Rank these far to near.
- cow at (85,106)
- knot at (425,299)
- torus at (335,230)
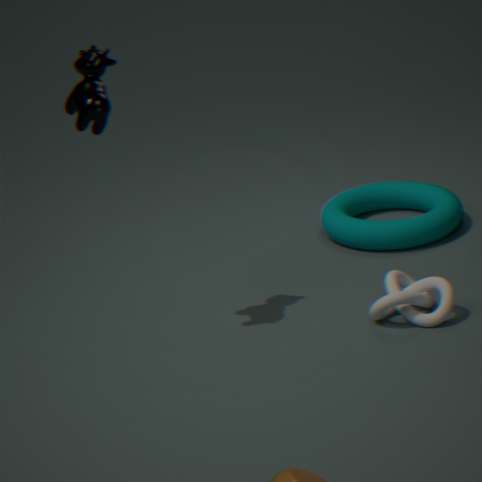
torus at (335,230), knot at (425,299), cow at (85,106)
